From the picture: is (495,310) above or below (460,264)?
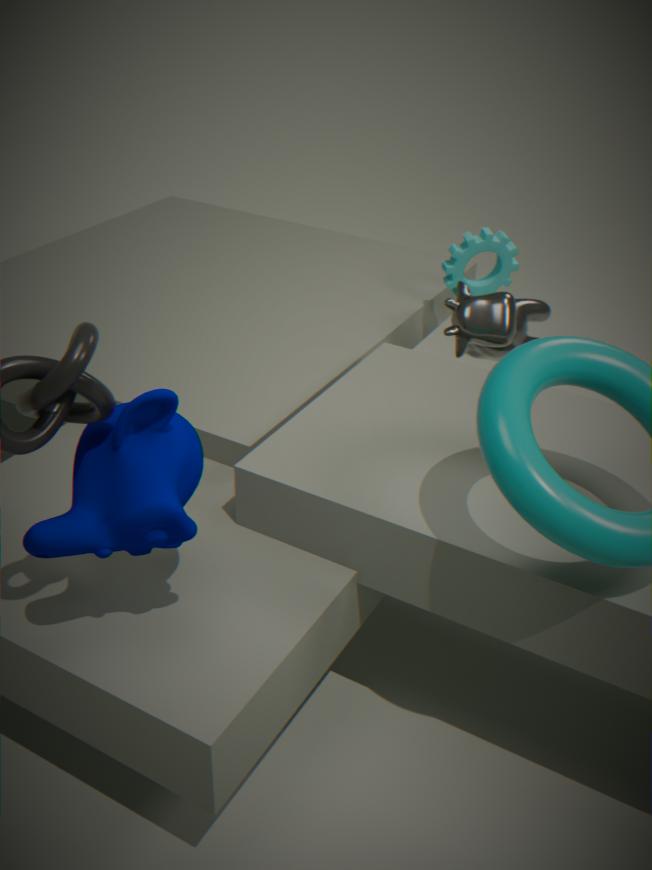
below
